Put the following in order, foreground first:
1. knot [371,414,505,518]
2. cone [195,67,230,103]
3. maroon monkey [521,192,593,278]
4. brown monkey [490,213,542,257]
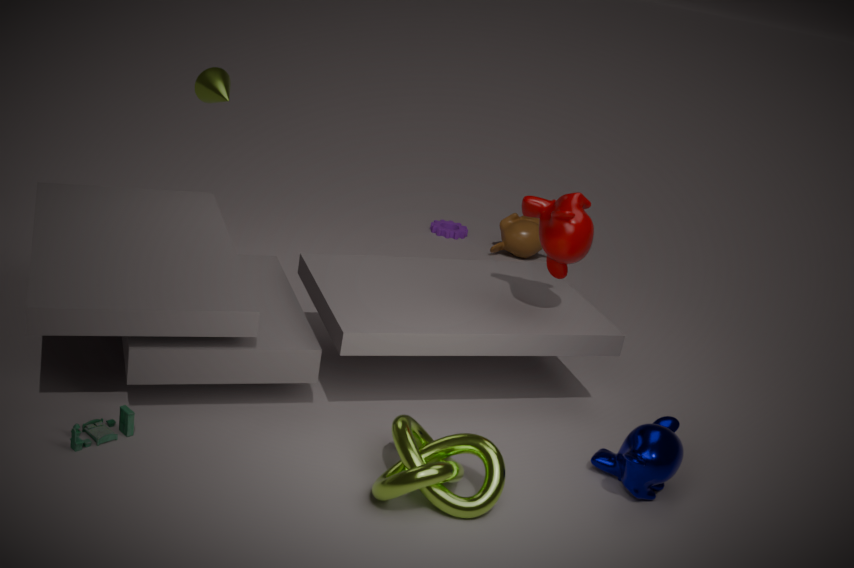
knot [371,414,505,518] → maroon monkey [521,192,593,278] → cone [195,67,230,103] → brown monkey [490,213,542,257]
